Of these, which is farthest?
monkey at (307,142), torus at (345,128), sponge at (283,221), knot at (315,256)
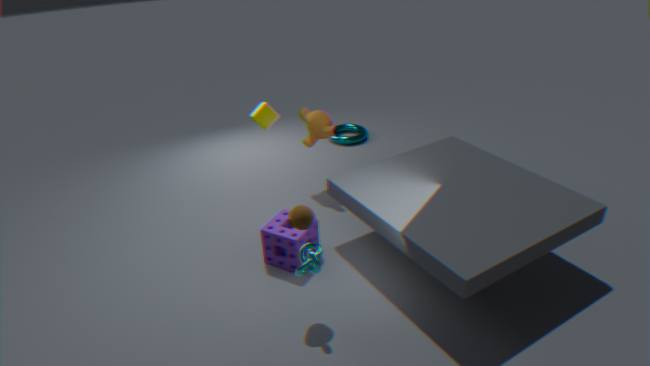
torus at (345,128)
